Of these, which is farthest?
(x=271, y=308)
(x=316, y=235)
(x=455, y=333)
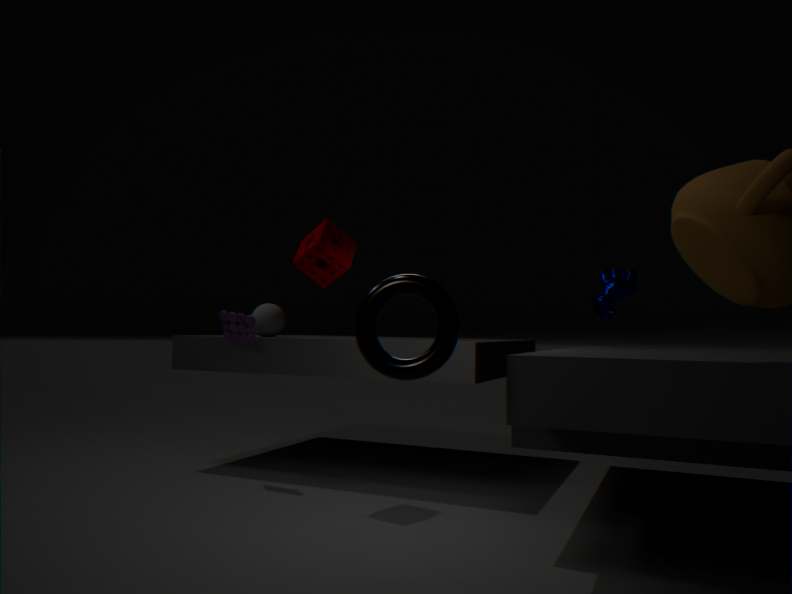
(x=271, y=308)
